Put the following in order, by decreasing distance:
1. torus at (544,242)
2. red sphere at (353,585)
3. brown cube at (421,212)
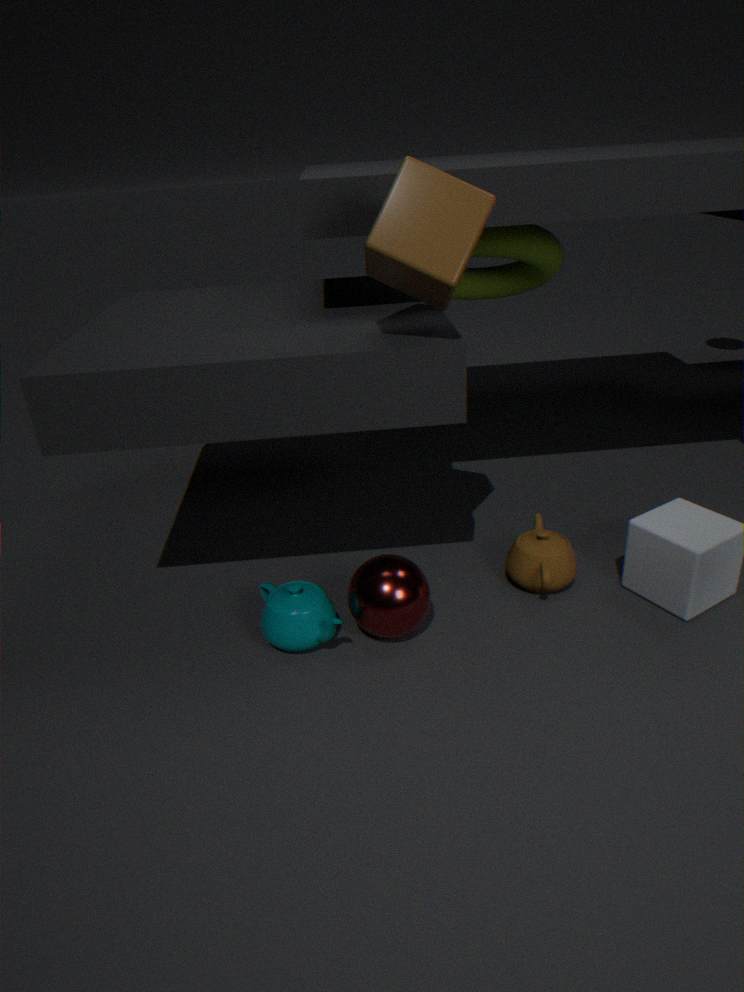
torus at (544,242)
red sphere at (353,585)
brown cube at (421,212)
